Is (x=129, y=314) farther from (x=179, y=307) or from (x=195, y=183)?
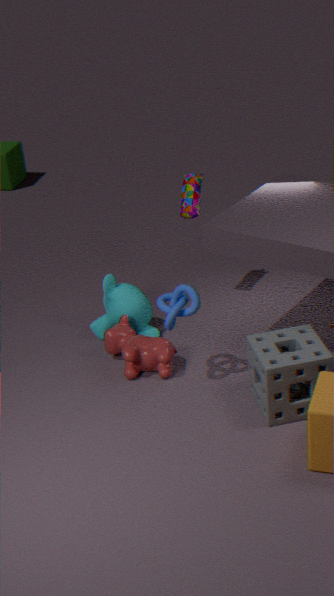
(x=195, y=183)
